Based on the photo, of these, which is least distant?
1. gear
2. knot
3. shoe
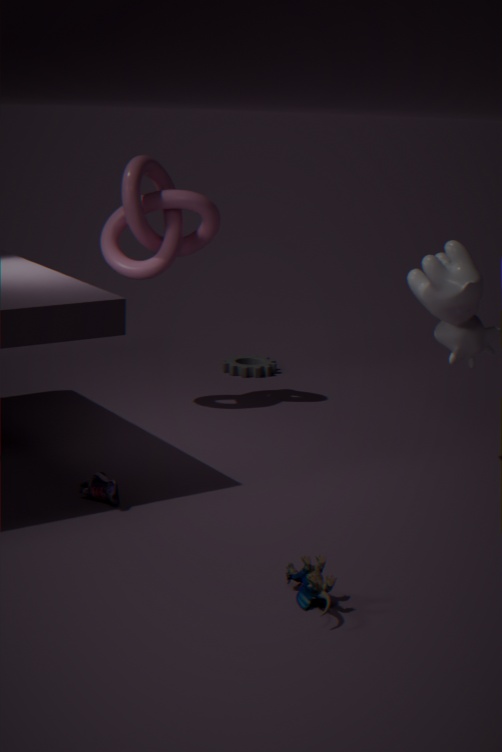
shoe
